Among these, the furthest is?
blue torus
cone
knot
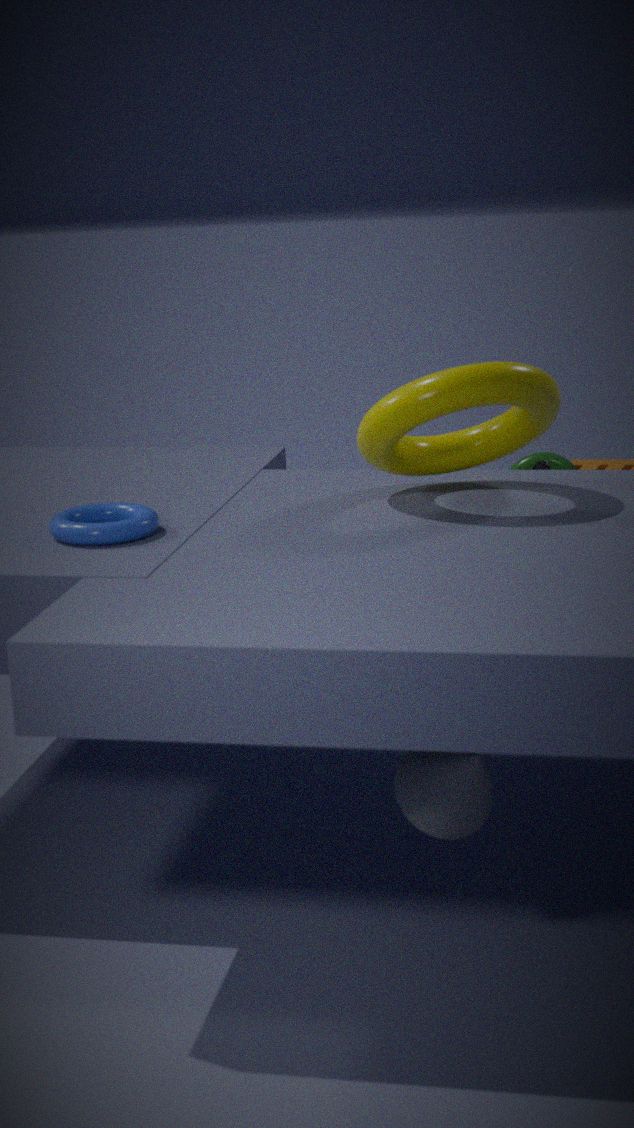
knot
